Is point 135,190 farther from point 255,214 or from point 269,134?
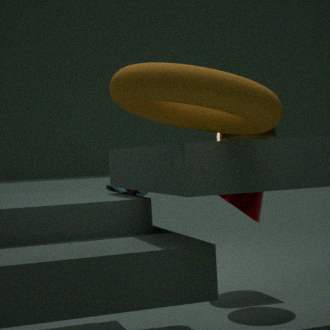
point 255,214
